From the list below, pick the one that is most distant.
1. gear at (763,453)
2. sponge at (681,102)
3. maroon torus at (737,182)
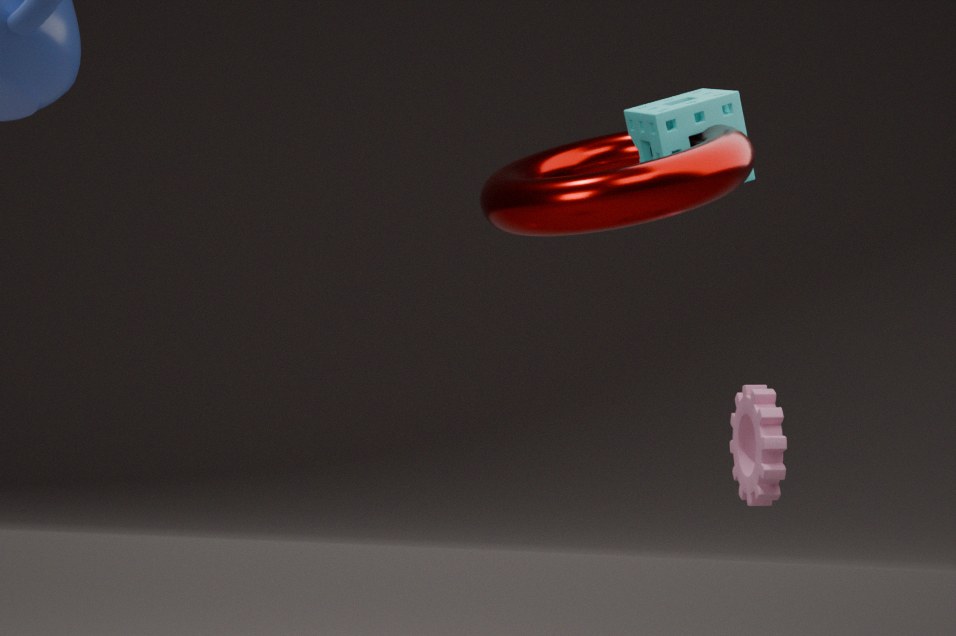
gear at (763,453)
